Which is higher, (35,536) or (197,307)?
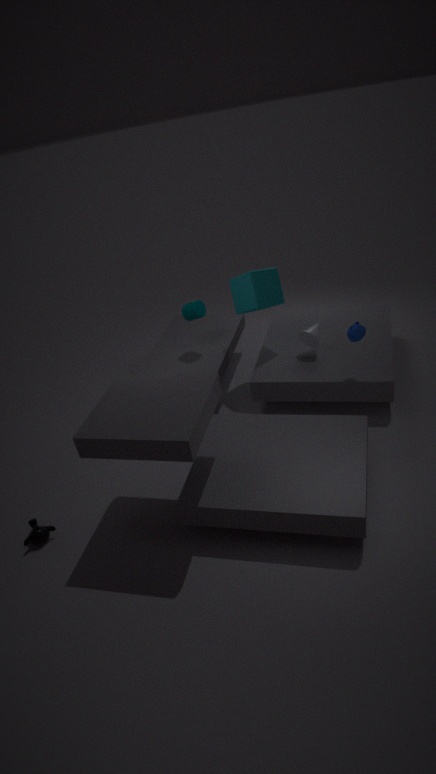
(197,307)
